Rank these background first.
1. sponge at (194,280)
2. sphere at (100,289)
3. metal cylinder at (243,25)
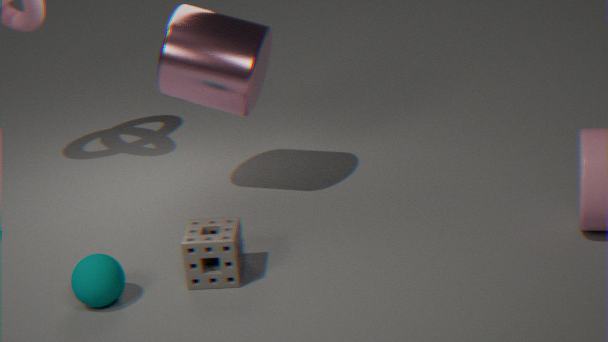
metal cylinder at (243,25) < sponge at (194,280) < sphere at (100,289)
